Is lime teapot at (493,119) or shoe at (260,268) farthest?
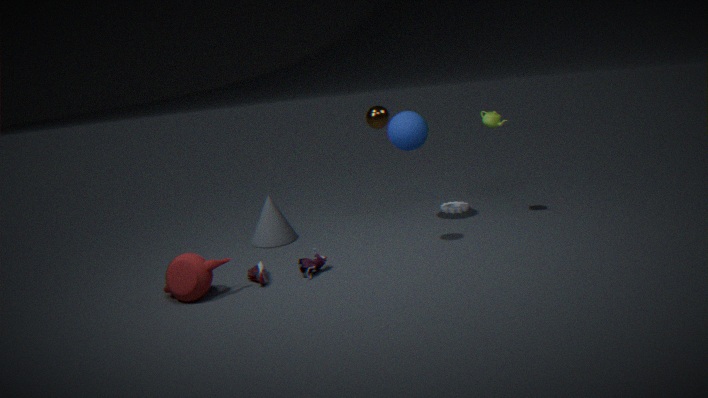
lime teapot at (493,119)
